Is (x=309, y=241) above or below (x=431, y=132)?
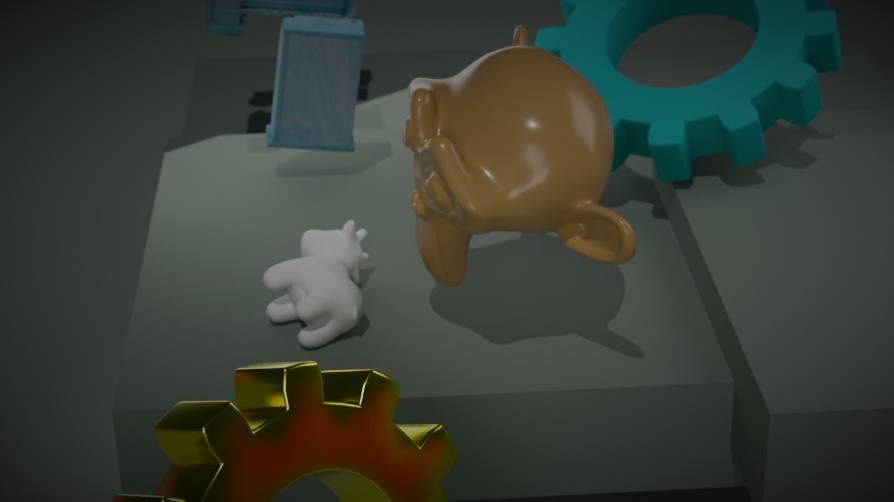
below
